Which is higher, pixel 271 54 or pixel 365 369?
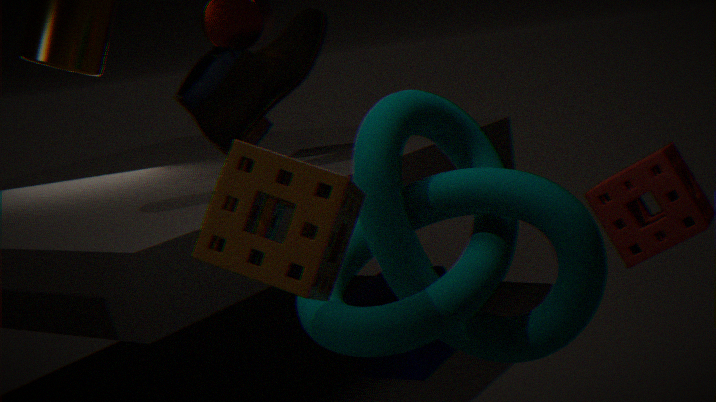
pixel 271 54
